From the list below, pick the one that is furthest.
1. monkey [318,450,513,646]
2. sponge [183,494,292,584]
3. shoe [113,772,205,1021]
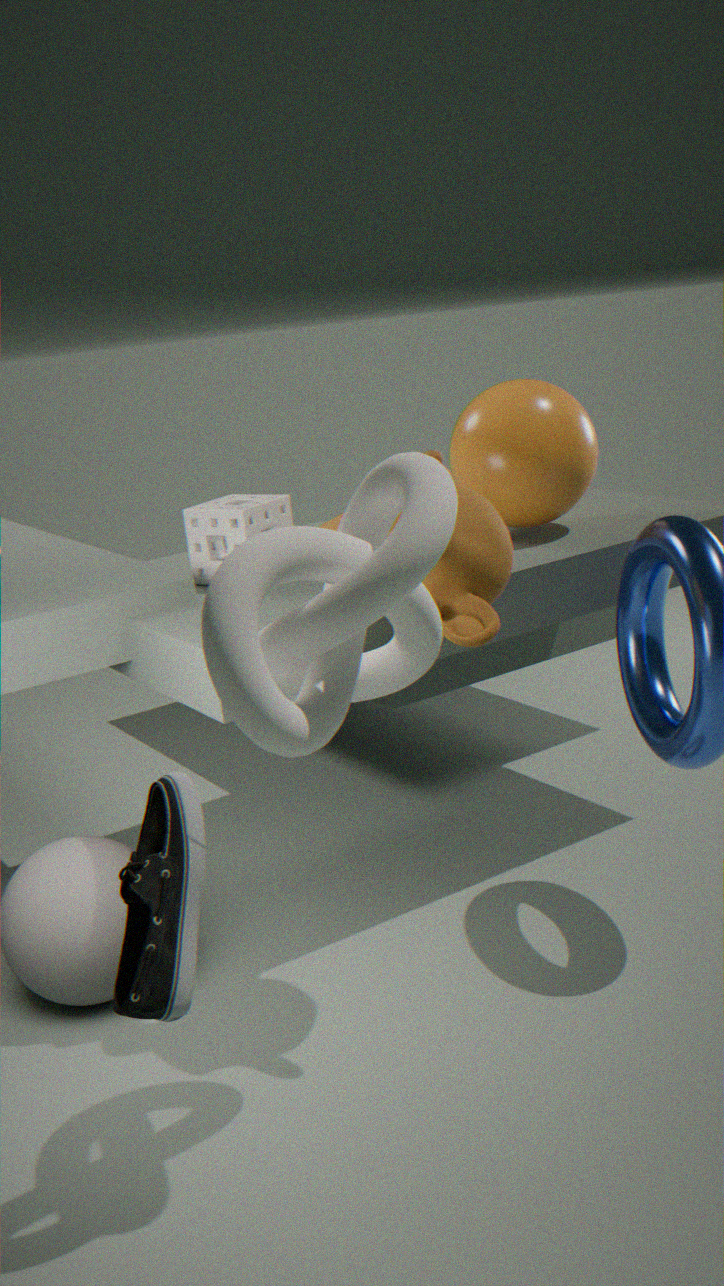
sponge [183,494,292,584]
